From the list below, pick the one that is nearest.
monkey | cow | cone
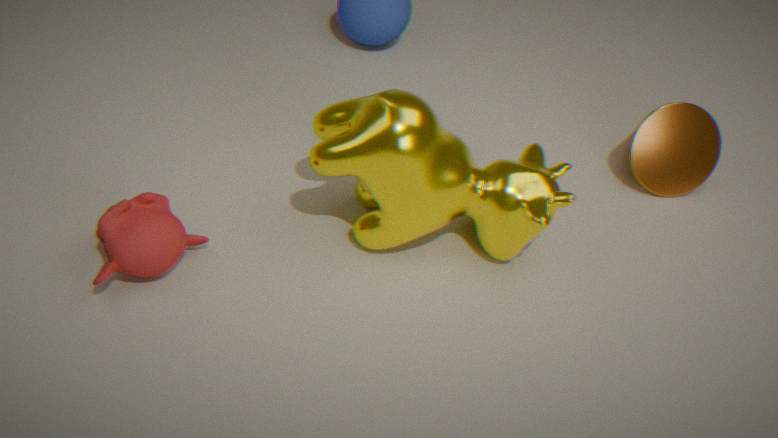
monkey
